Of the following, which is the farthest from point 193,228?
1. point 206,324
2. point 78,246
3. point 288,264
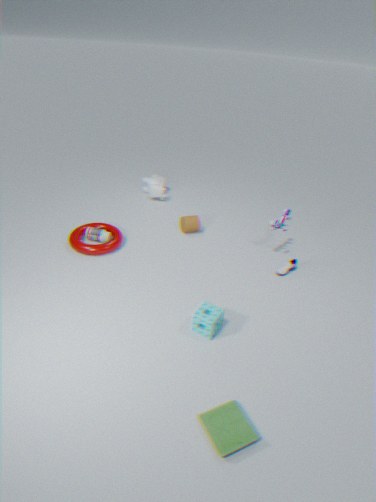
point 206,324
